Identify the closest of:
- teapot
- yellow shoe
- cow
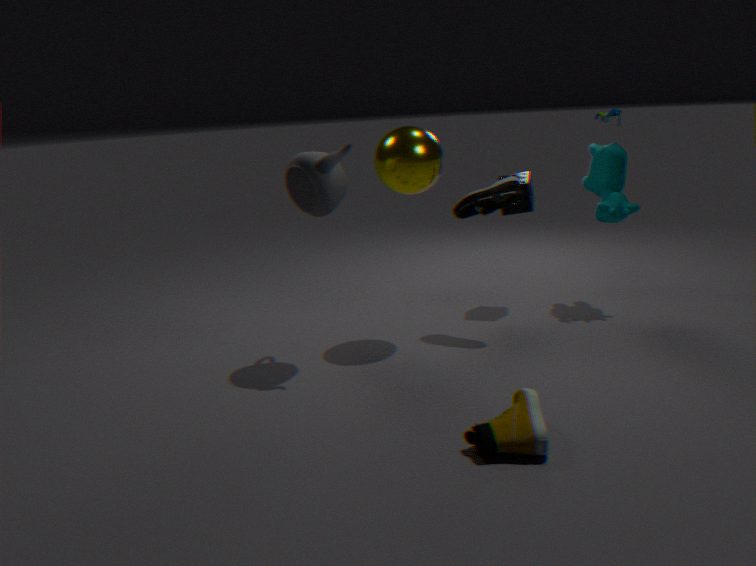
yellow shoe
